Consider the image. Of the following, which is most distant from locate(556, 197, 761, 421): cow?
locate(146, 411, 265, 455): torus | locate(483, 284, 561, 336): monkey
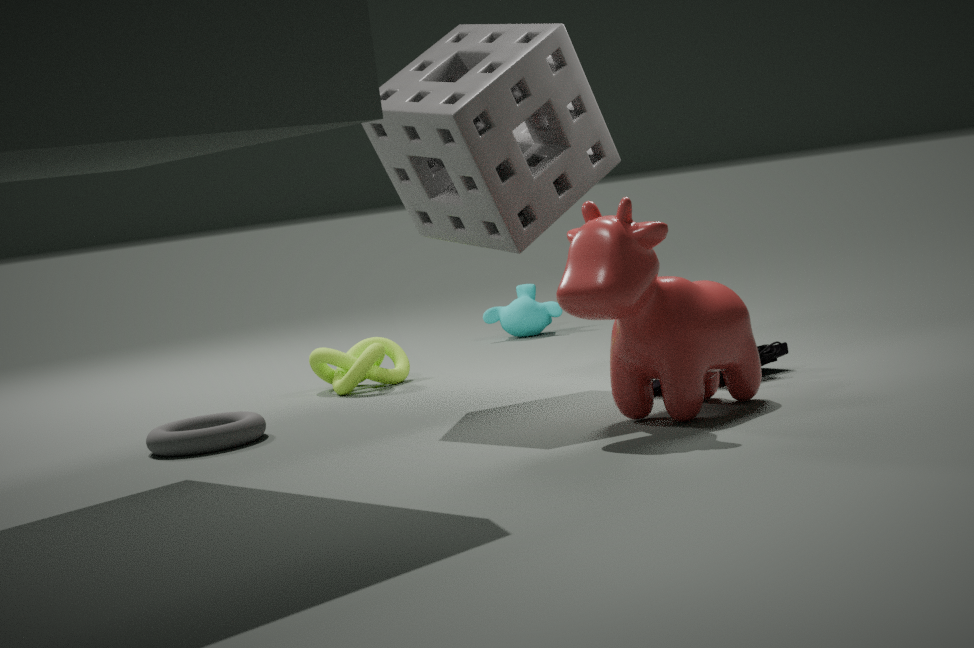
locate(483, 284, 561, 336): monkey
